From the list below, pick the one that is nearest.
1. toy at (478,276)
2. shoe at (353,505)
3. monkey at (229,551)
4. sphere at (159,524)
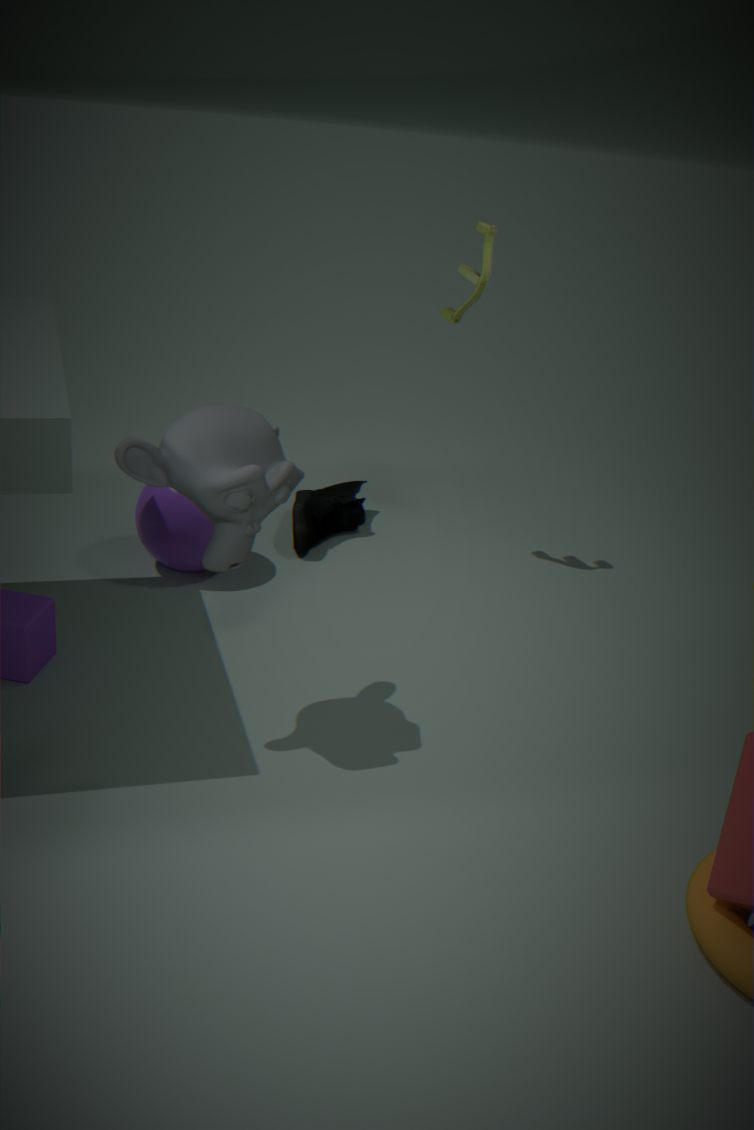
monkey at (229,551)
